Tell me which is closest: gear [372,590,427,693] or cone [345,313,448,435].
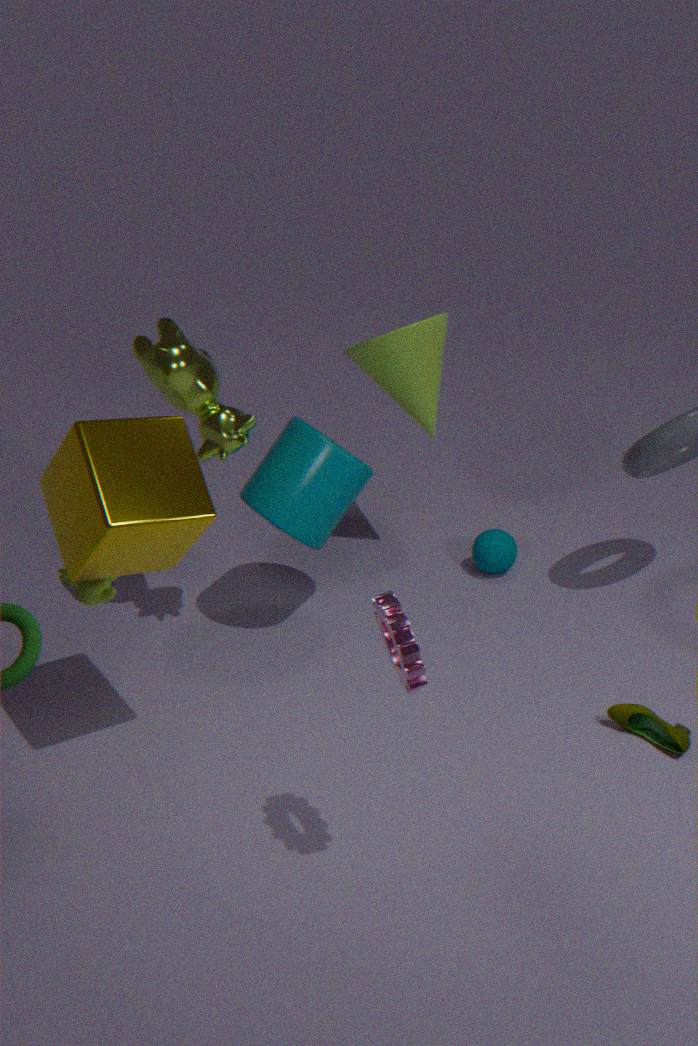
gear [372,590,427,693]
